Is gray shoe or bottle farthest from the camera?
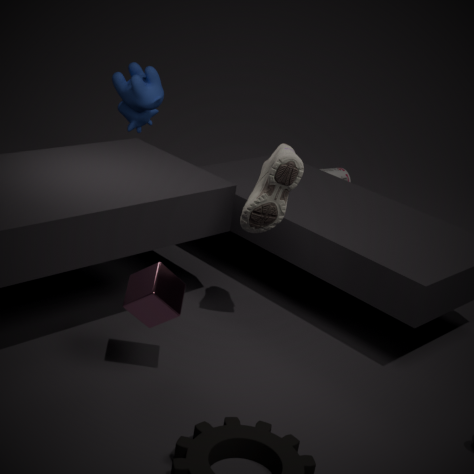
bottle
